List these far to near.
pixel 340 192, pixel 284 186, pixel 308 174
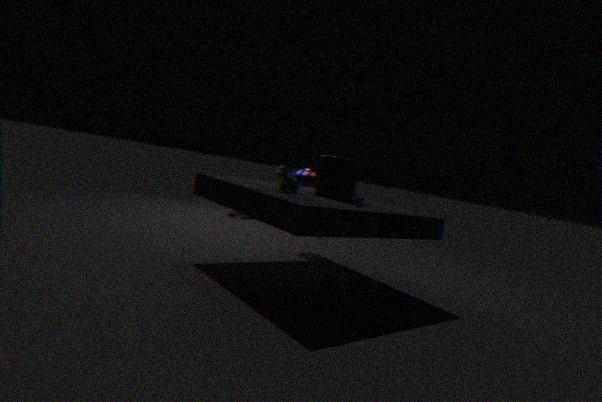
pixel 308 174 → pixel 340 192 → pixel 284 186
